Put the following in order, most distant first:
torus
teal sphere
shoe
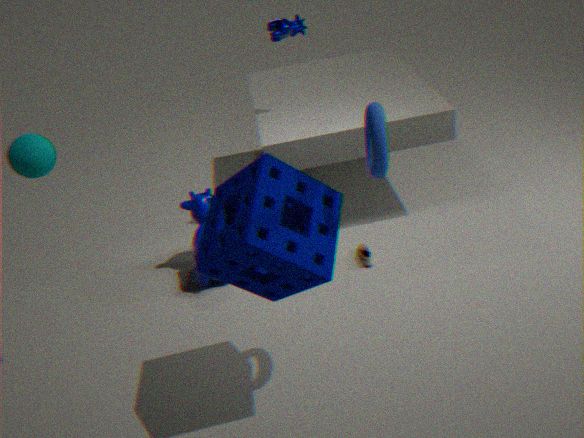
shoe
teal sphere
torus
